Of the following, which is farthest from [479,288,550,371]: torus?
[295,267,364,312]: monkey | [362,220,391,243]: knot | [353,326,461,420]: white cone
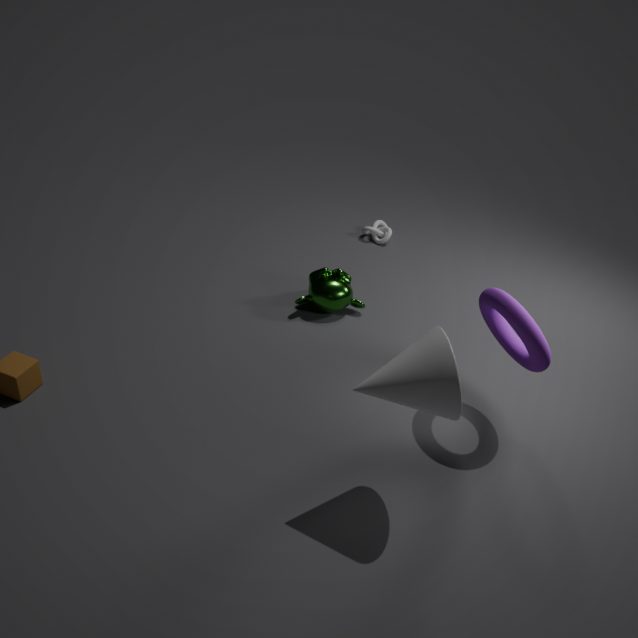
[362,220,391,243]: knot
